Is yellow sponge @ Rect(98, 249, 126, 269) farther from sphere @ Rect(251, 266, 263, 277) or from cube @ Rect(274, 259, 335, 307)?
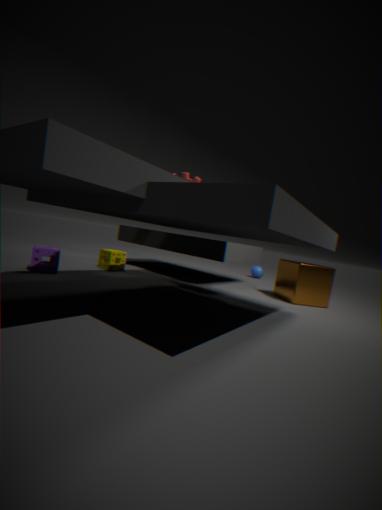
sphere @ Rect(251, 266, 263, 277)
